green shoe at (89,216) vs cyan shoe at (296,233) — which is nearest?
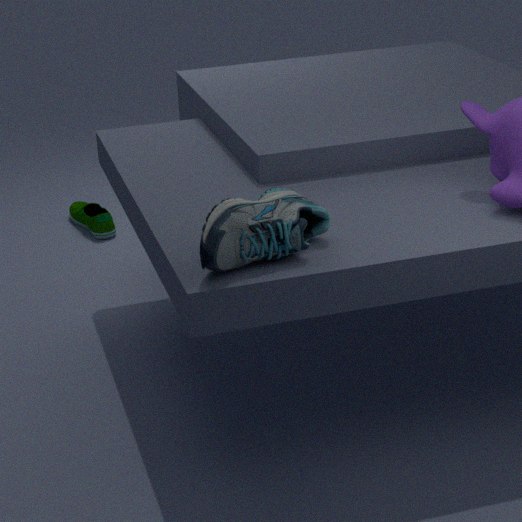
cyan shoe at (296,233)
